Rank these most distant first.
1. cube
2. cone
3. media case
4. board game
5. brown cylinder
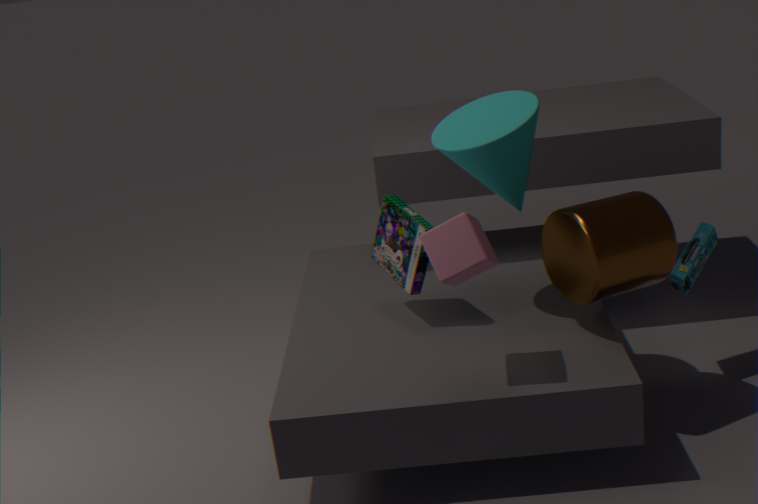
board game, media case, cone, brown cylinder, cube
